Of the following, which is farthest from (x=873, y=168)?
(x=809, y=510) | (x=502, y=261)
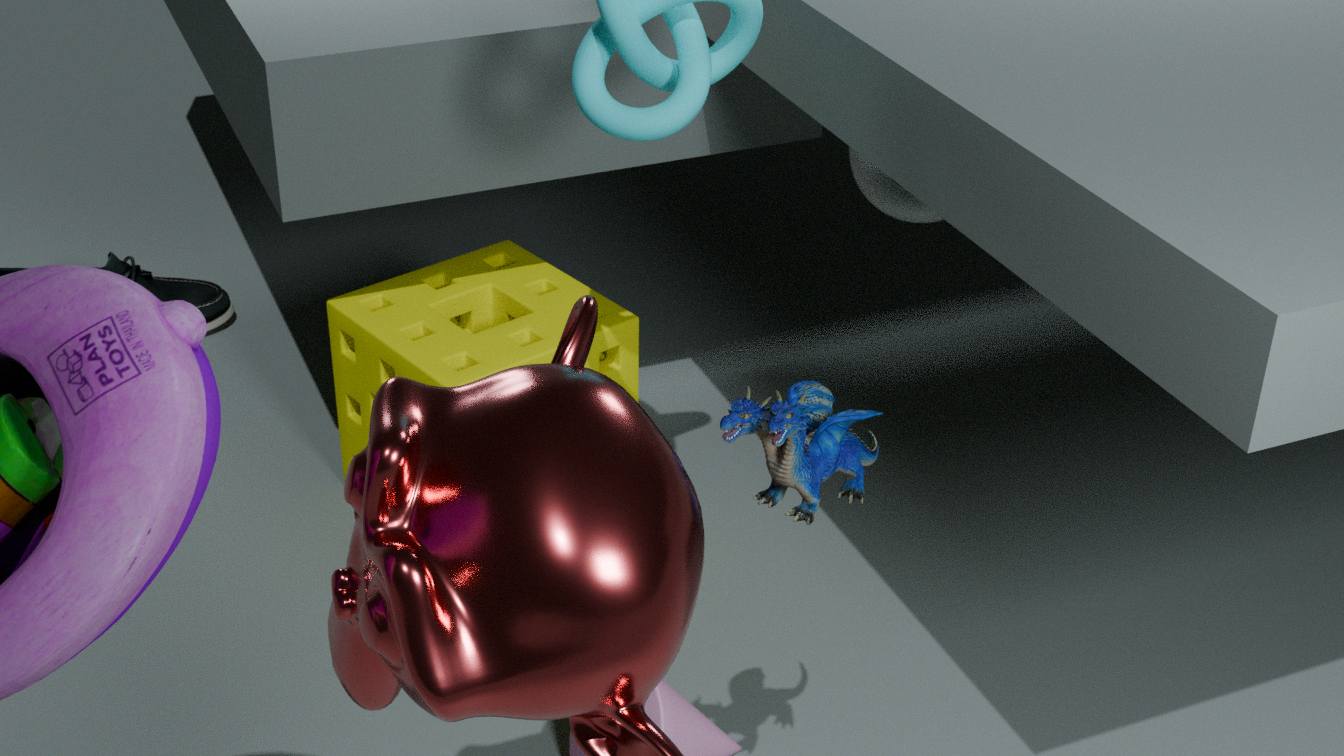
(x=809, y=510)
